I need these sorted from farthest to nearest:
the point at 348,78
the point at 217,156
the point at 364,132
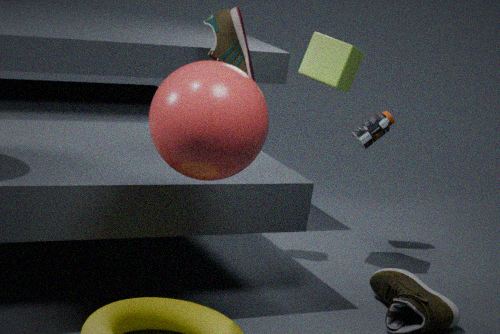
the point at 364,132 → the point at 348,78 → the point at 217,156
